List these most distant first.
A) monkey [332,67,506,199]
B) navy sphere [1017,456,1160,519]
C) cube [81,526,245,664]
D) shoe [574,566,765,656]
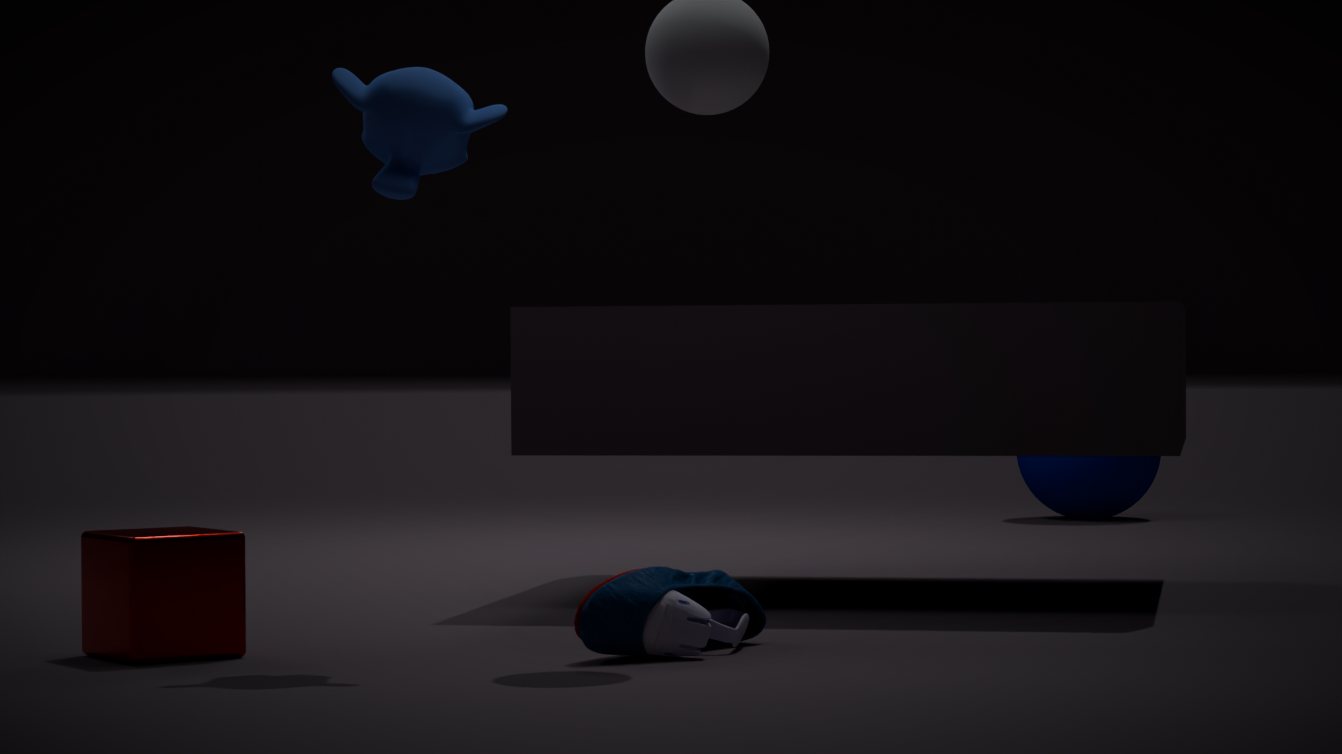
navy sphere [1017,456,1160,519] → monkey [332,67,506,199] → cube [81,526,245,664] → shoe [574,566,765,656]
